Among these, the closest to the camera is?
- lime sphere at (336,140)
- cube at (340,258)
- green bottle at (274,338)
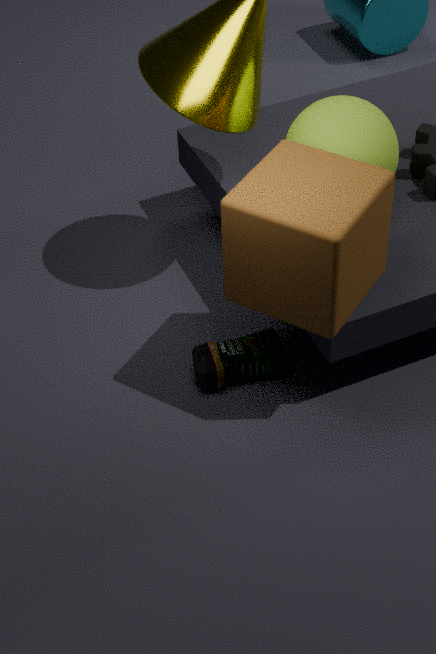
cube at (340,258)
